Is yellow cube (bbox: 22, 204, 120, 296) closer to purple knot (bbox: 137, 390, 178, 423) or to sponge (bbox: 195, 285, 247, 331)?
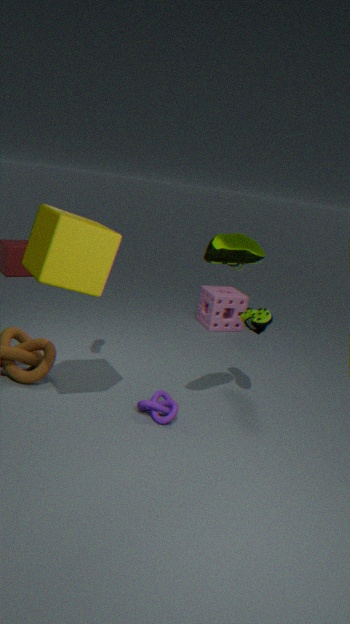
purple knot (bbox: 137, 390, 178, 423)
